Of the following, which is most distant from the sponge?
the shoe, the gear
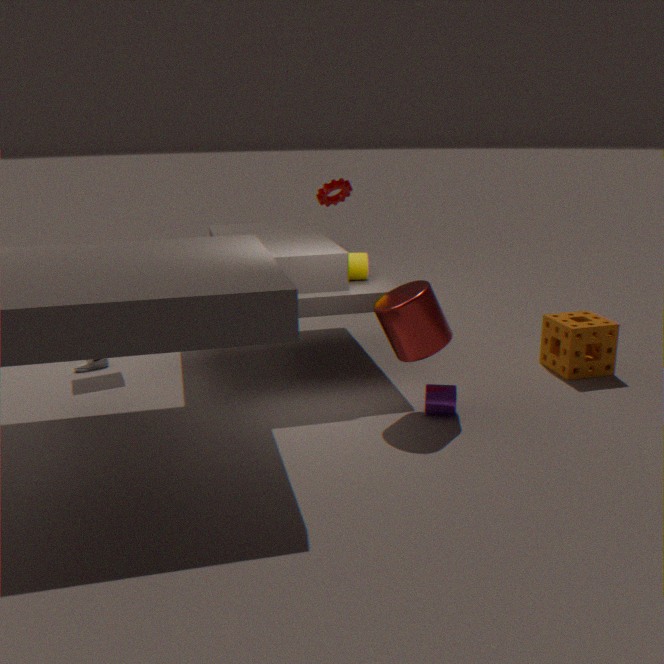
the shoe
